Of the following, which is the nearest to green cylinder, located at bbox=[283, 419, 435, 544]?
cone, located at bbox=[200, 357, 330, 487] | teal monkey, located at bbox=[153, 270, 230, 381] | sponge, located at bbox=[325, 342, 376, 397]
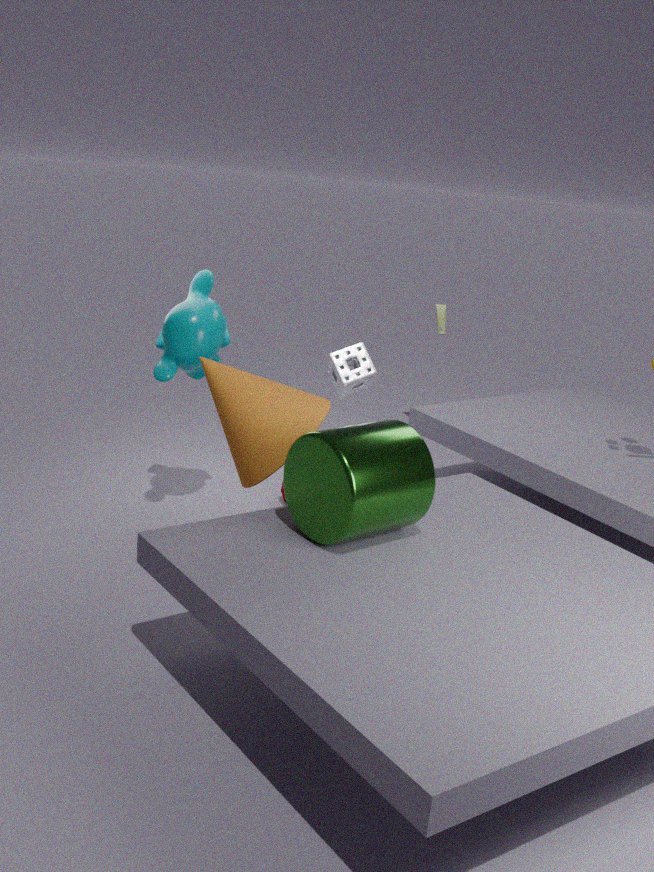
cone, located at bbox=[200, 357, 330, 487]
